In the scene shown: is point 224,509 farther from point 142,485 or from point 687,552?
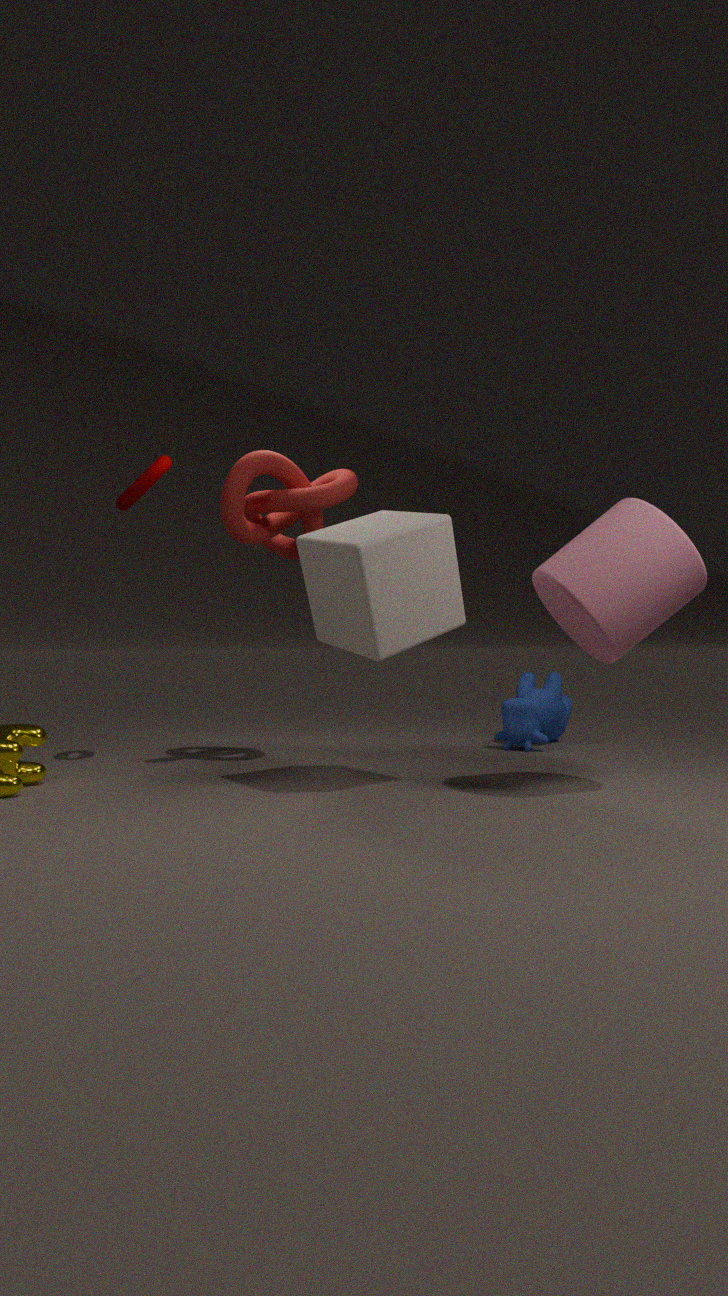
point 687,552
